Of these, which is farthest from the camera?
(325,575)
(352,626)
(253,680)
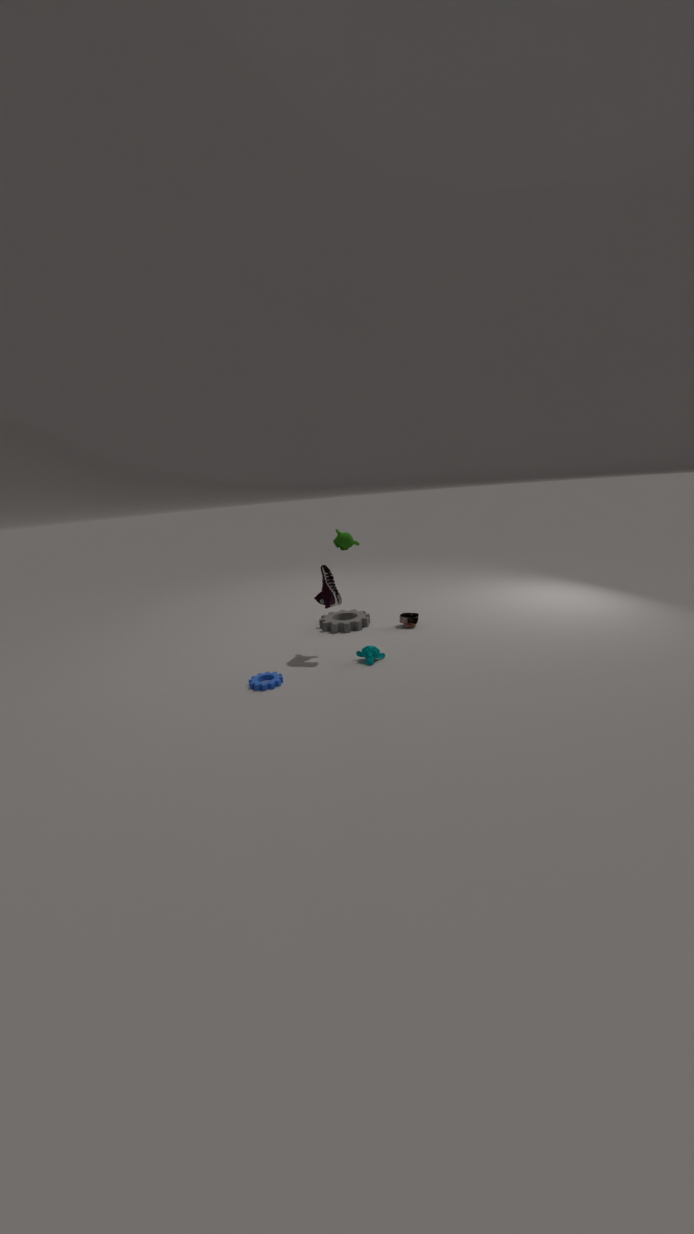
(352,626)
